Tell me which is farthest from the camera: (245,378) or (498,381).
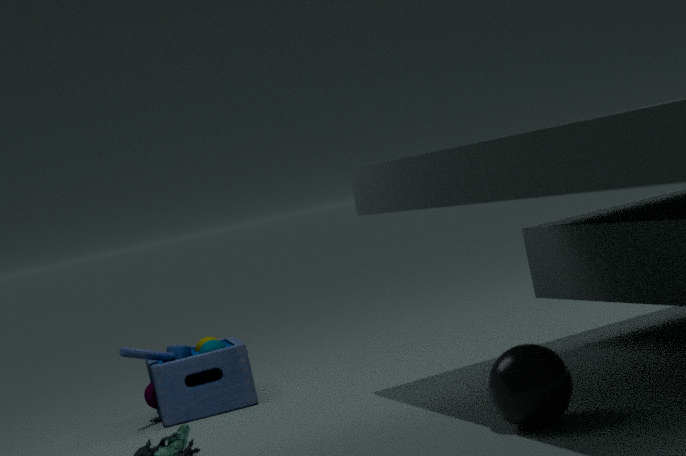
(245,378)
